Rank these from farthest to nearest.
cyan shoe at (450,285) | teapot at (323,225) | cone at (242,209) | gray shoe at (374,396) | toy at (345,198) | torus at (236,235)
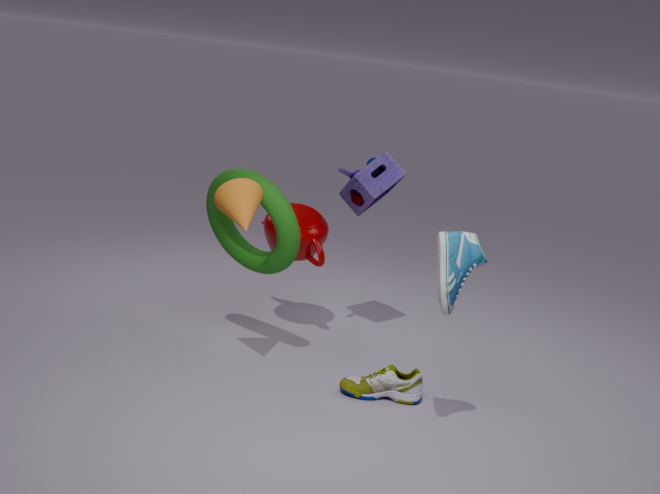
1. teapot at (323,225)
2. toy at (345,198)
3. torus at (236,235)
4. gray shoe at (374,396)
5. cone at (242,209)
6. cyan shoe at (450,285)
